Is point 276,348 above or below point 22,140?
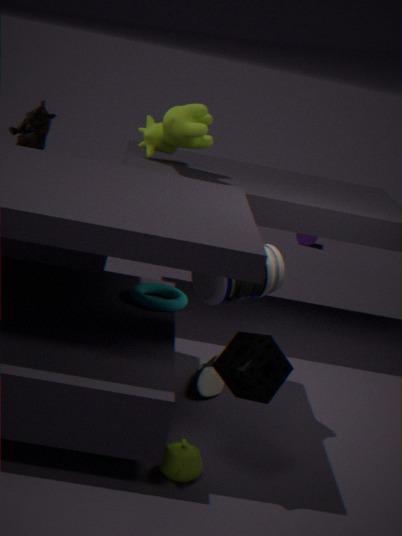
below
